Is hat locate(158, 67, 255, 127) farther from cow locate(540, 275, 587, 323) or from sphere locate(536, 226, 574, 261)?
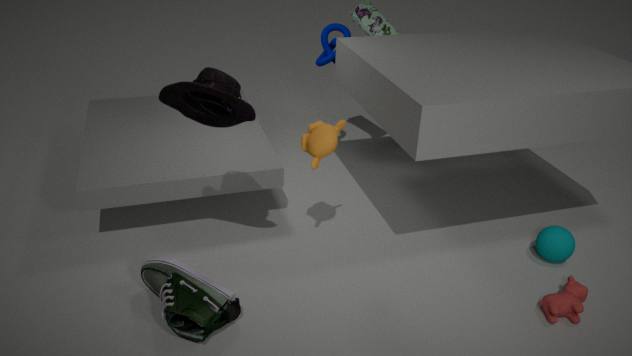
sphere locate(536, 226, 574, 261)
